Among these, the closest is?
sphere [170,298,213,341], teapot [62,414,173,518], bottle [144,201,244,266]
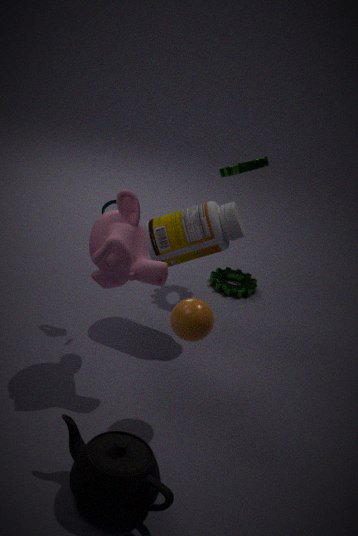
teapot [62,414,173,518]
